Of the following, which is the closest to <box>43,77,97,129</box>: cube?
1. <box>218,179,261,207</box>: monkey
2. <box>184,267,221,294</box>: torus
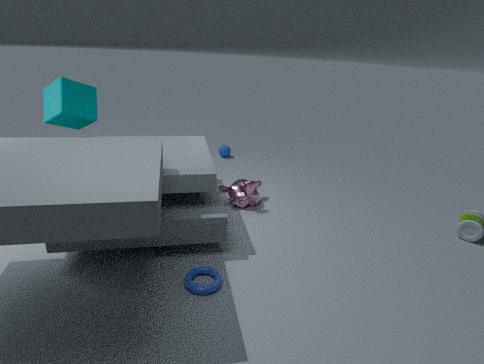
<box>218,179,261,207</box>: monkey
